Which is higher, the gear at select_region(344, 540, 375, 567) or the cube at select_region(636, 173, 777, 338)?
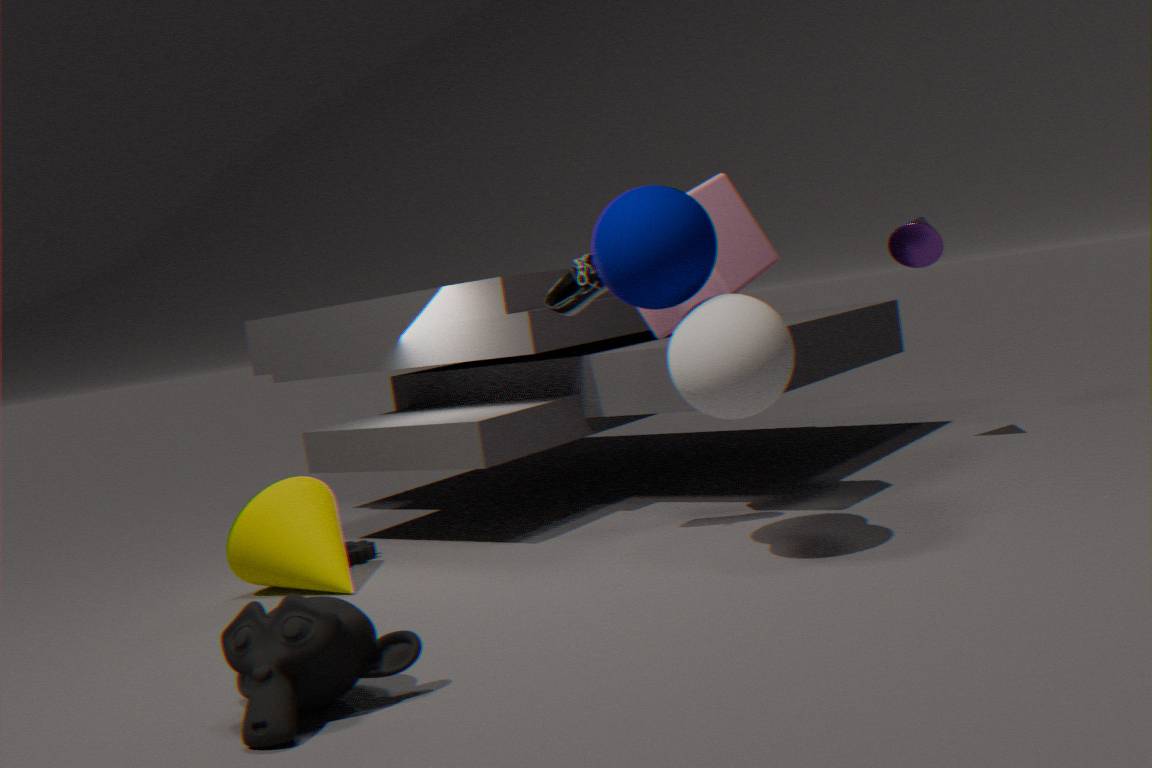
the cube at select_region(636, 173, 777, 338)
